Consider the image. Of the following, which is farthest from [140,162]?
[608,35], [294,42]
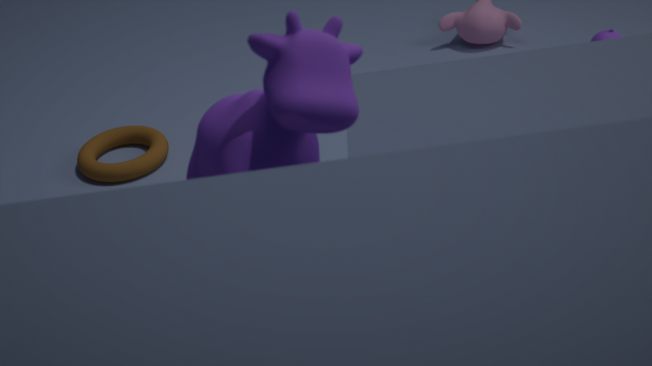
[294,42]
